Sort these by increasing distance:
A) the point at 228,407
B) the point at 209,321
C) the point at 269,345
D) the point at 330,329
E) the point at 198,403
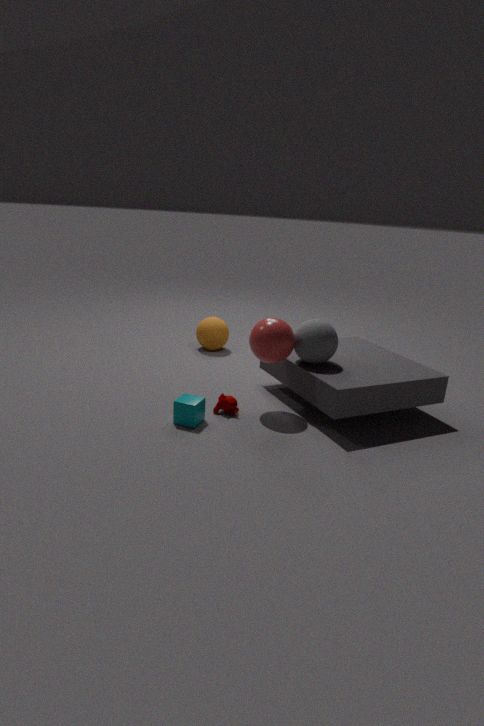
the point at 198,403, the point at 269,345, the point at 228,407, the point at 330,329, the point at 209,321
